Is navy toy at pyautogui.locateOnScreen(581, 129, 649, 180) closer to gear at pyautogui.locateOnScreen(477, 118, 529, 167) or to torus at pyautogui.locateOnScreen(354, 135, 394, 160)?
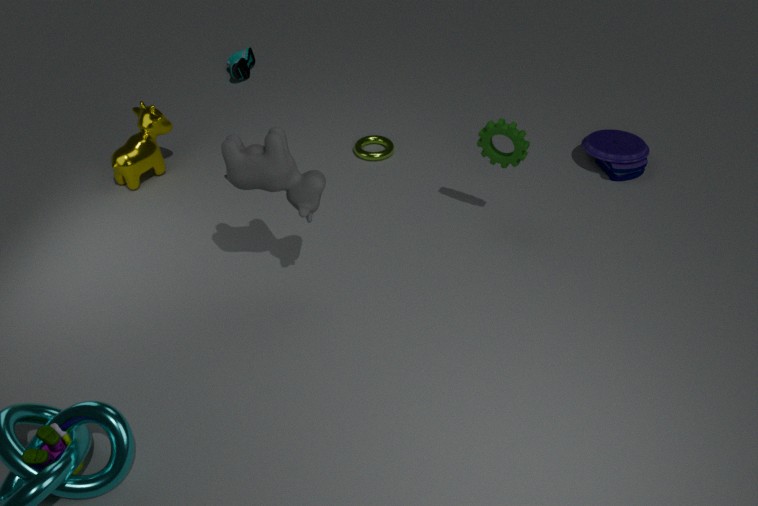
gear at pyautogui.locateOnScreen(477, 118, 529, 167)
